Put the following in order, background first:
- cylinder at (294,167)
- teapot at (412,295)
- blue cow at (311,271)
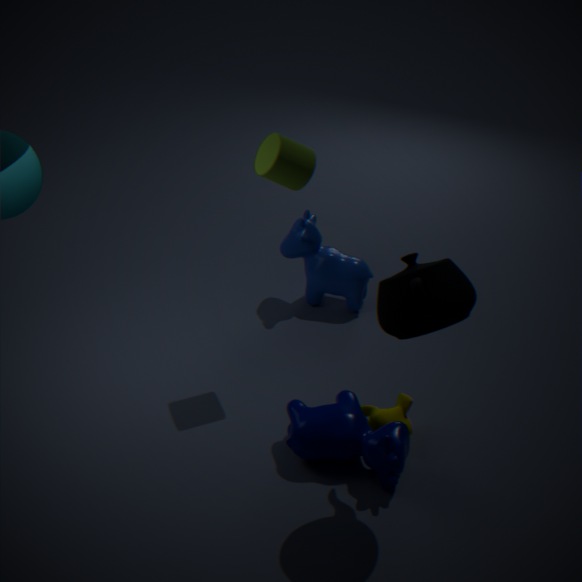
blue cow at (311,271) → cylinder at (294,167) → teapot at (412,295)
